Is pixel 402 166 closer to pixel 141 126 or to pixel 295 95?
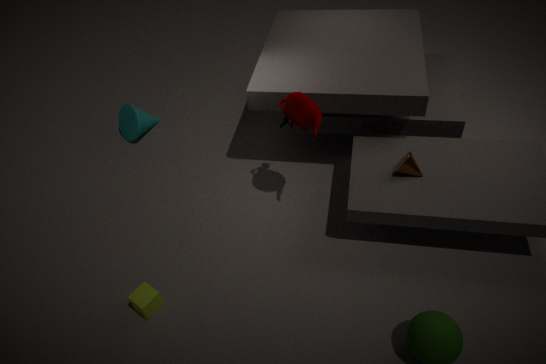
pixel 295 95
